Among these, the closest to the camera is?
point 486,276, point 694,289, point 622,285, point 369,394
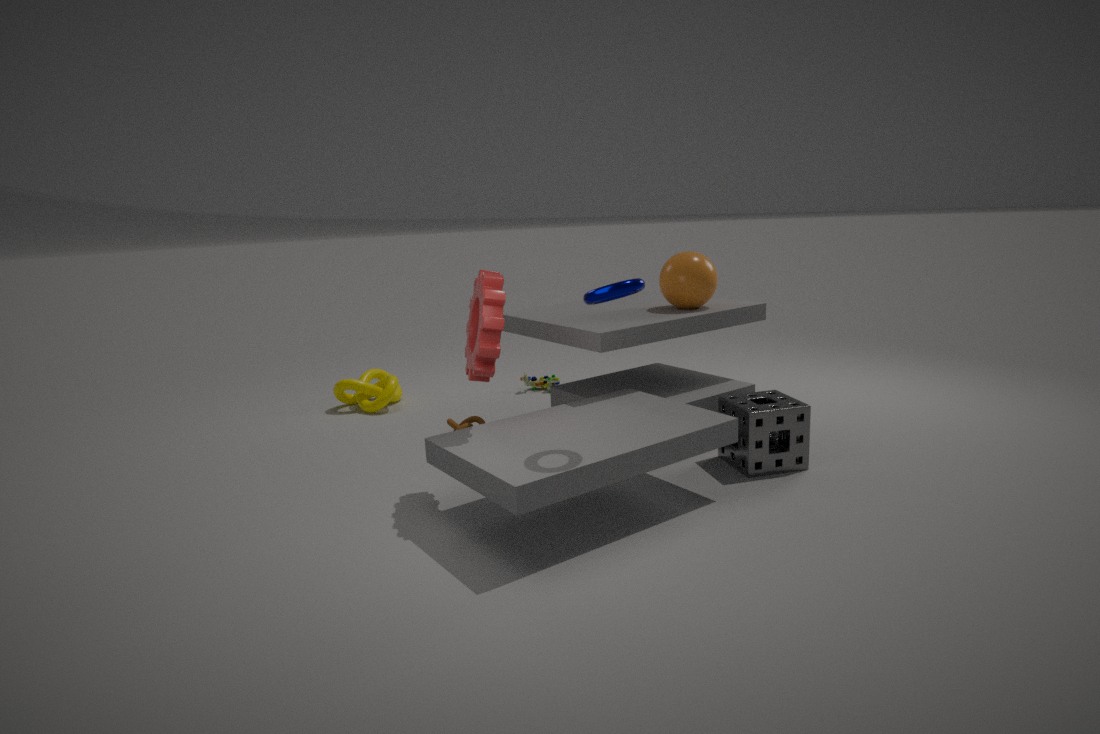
point 622,285
